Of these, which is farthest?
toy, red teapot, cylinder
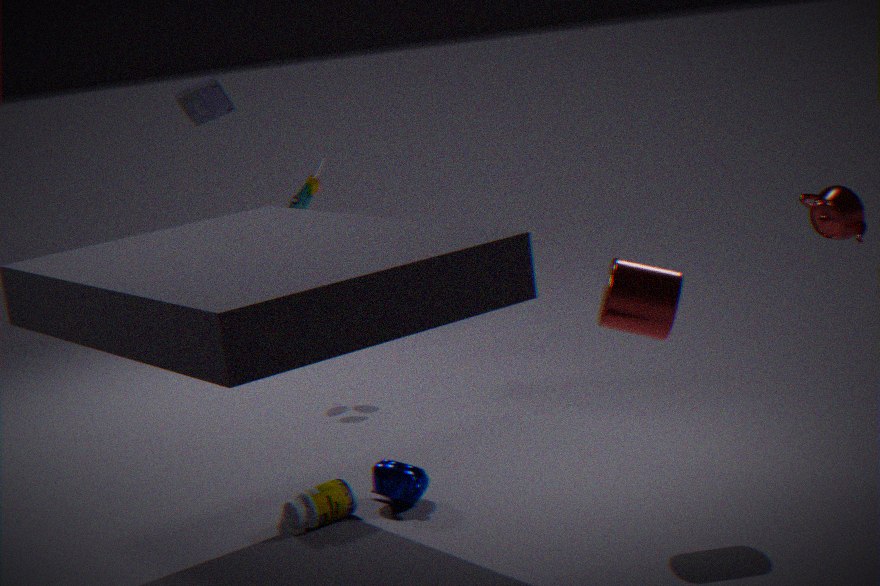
toy
